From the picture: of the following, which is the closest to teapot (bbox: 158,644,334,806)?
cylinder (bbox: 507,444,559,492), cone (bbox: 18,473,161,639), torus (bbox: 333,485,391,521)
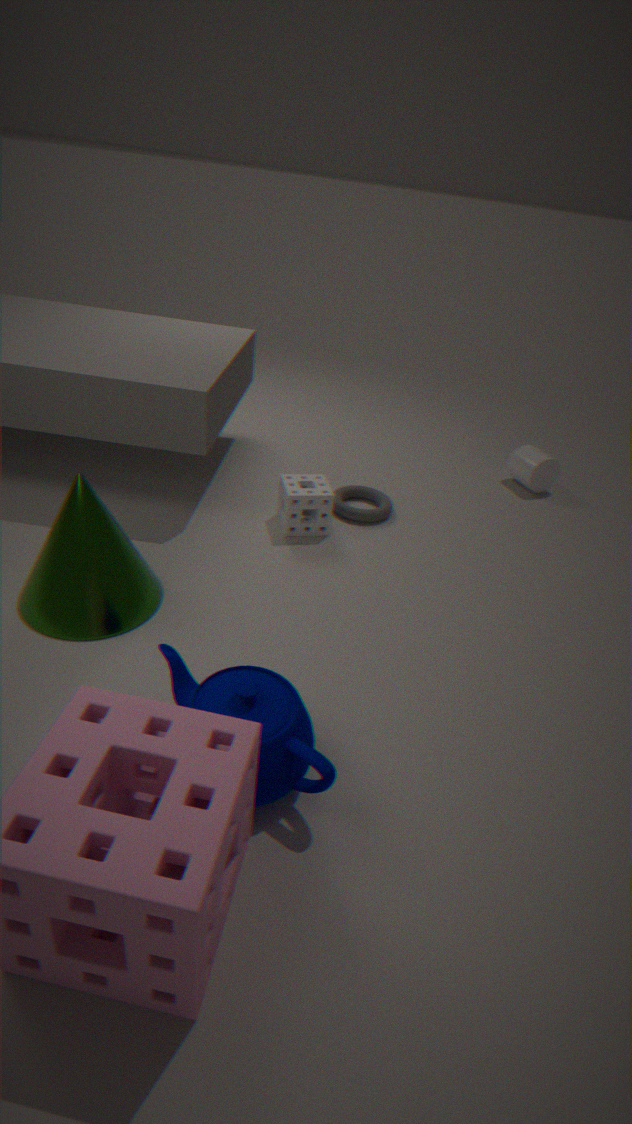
cone (bbox: 18,473,161,639)
